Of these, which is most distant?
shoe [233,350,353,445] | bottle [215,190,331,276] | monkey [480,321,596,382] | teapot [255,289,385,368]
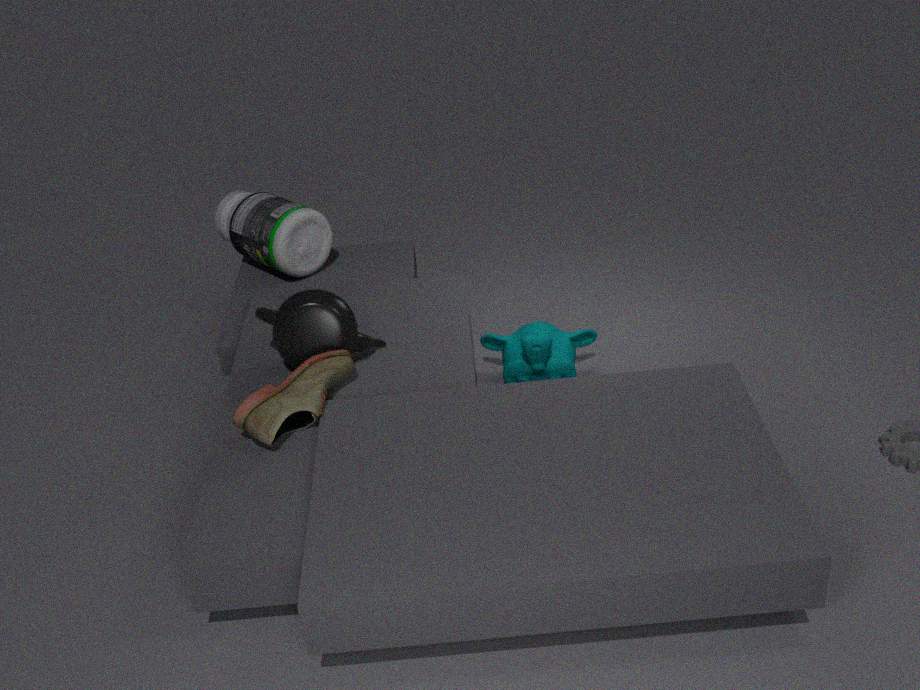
bottle [215,190,331,276]
